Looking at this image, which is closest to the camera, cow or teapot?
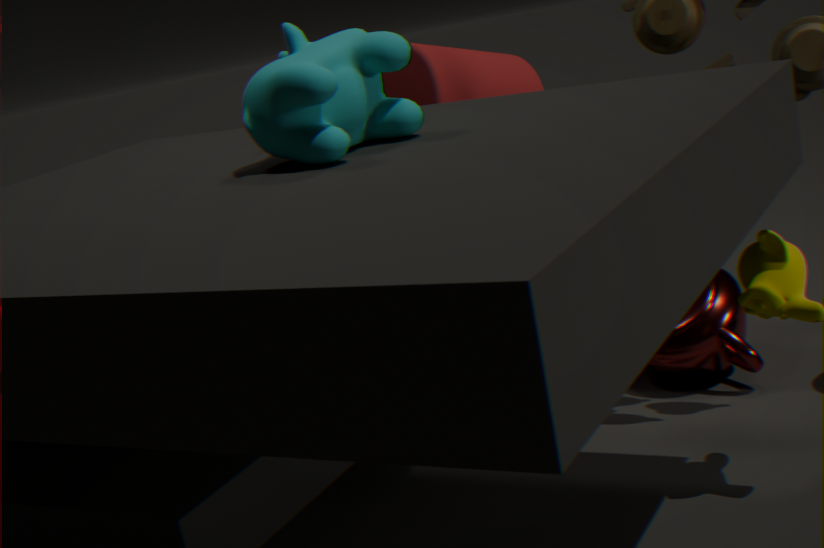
cow
